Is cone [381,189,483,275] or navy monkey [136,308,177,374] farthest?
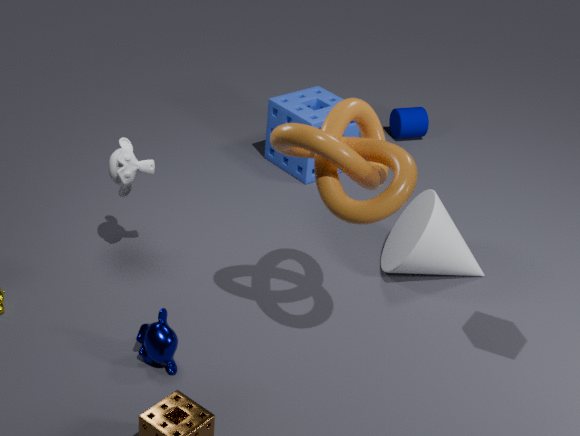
cone [381,189,483,275]
